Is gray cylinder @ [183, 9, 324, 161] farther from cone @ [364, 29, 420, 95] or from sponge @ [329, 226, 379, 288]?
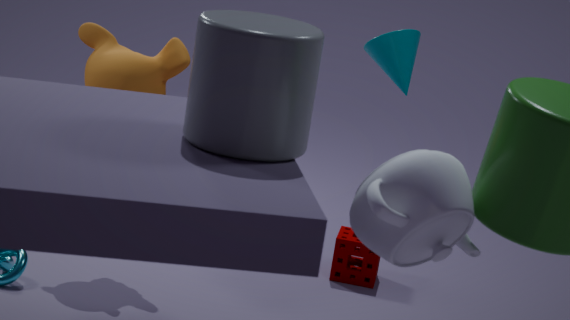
sponge @ [329, 226, 379, 288]
